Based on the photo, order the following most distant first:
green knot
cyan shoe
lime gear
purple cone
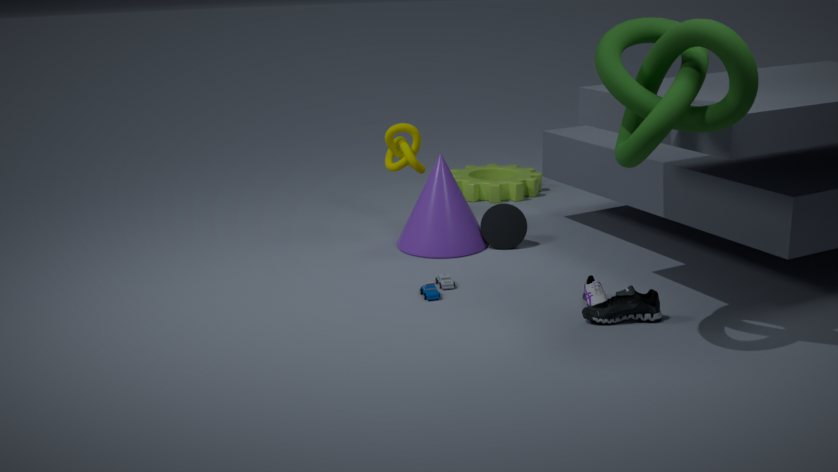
lime gear < purple cone < cyan shoe < green knot
